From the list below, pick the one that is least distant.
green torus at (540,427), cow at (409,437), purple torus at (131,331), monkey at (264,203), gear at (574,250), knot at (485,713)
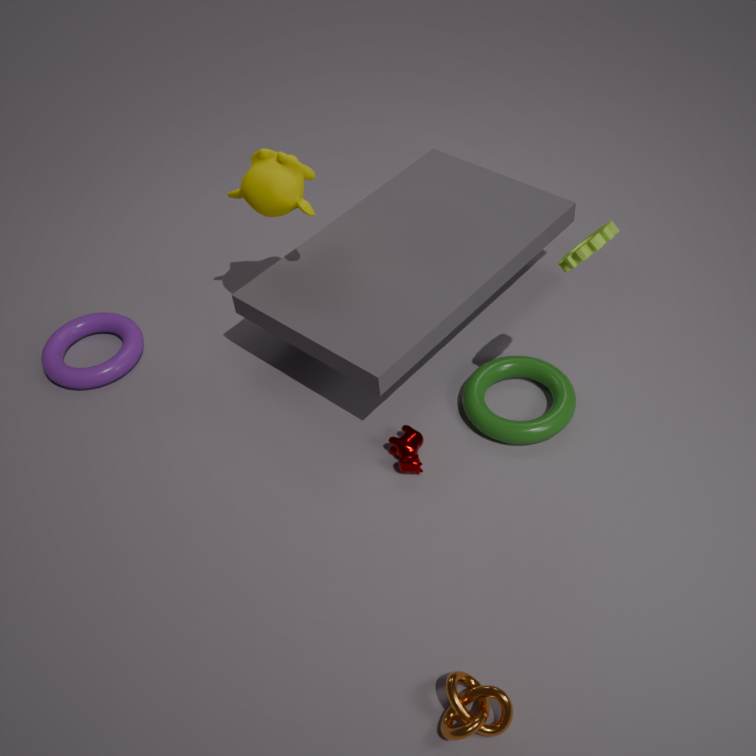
knot at (485,713)
